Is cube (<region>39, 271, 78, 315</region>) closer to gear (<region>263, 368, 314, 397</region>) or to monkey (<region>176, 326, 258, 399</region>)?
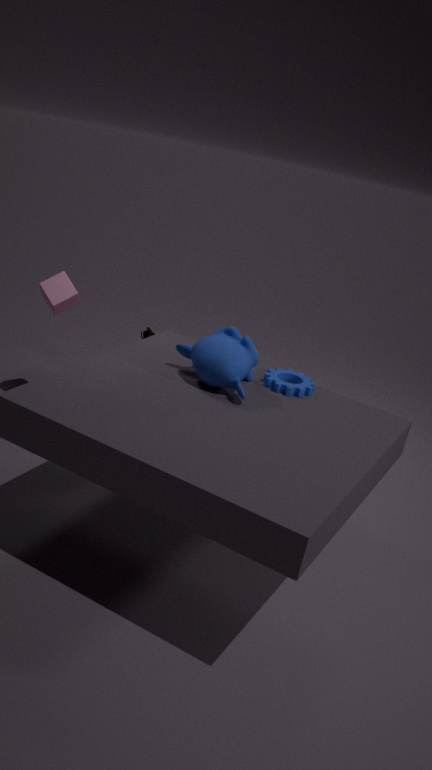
monkey (<region>176, 326, 258, 399</region>)
